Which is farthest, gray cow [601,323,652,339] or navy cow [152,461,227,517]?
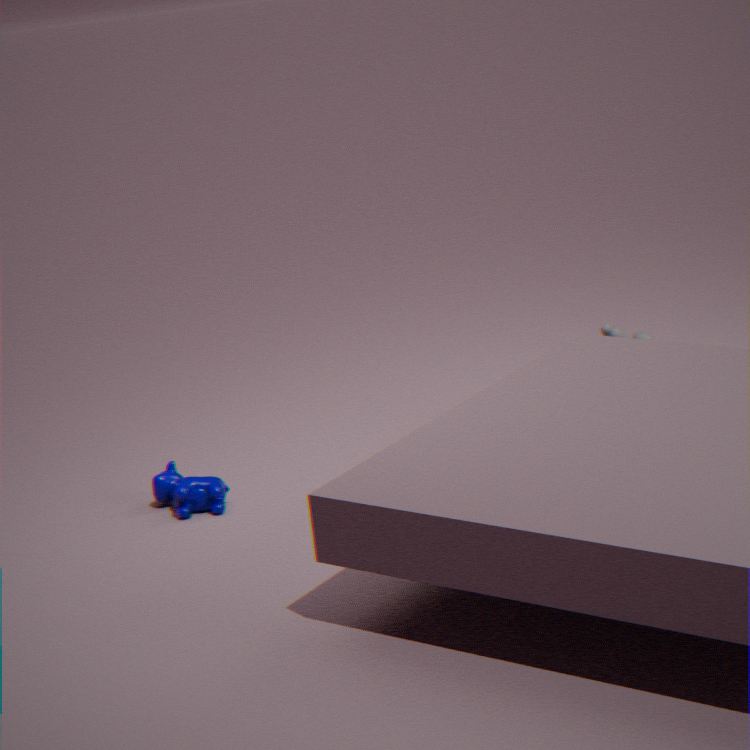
gray cow [601,323,652,339]
